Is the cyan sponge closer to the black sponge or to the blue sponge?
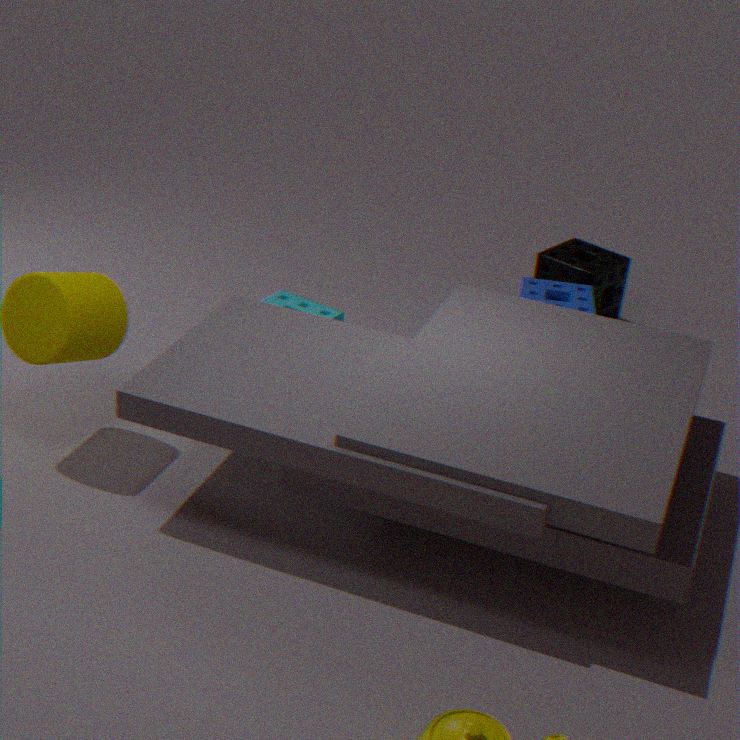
the blue sponge
